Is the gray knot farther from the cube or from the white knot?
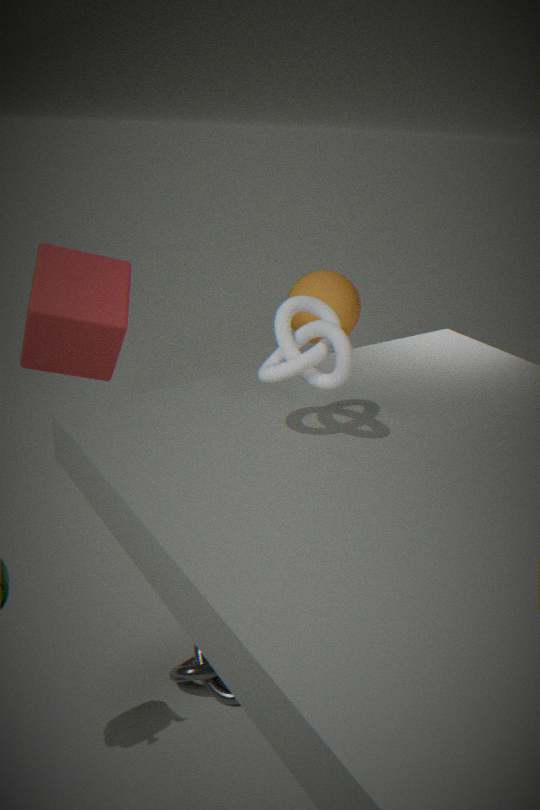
the cube
